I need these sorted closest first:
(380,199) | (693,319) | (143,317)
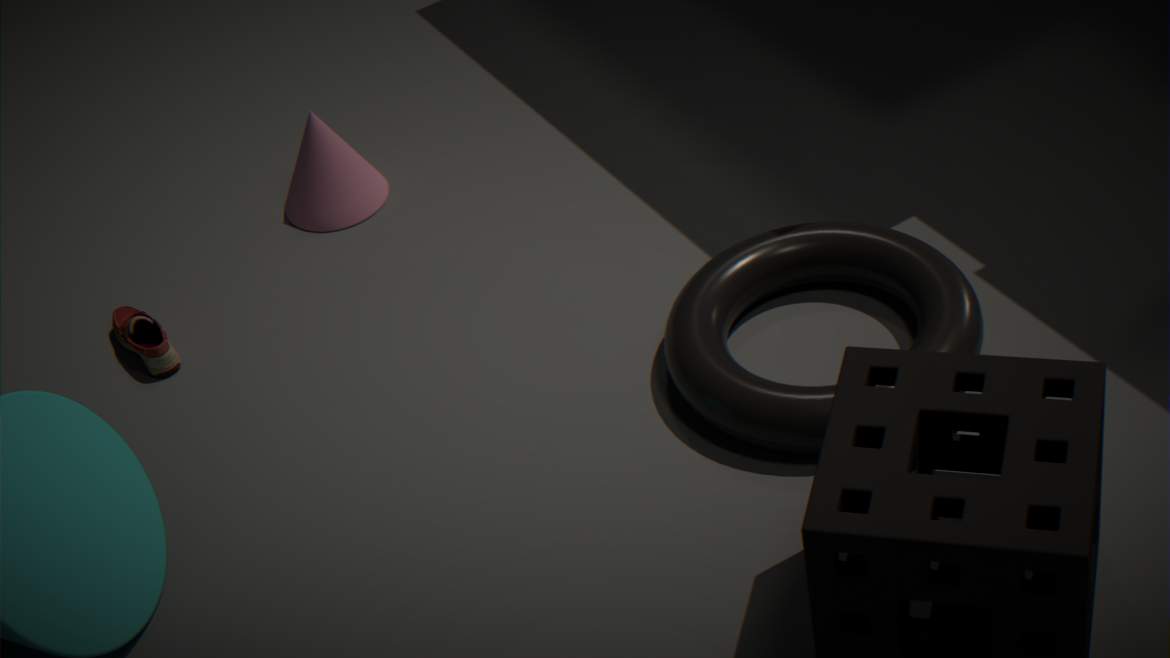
(693,319), (143,317), (380,199)
